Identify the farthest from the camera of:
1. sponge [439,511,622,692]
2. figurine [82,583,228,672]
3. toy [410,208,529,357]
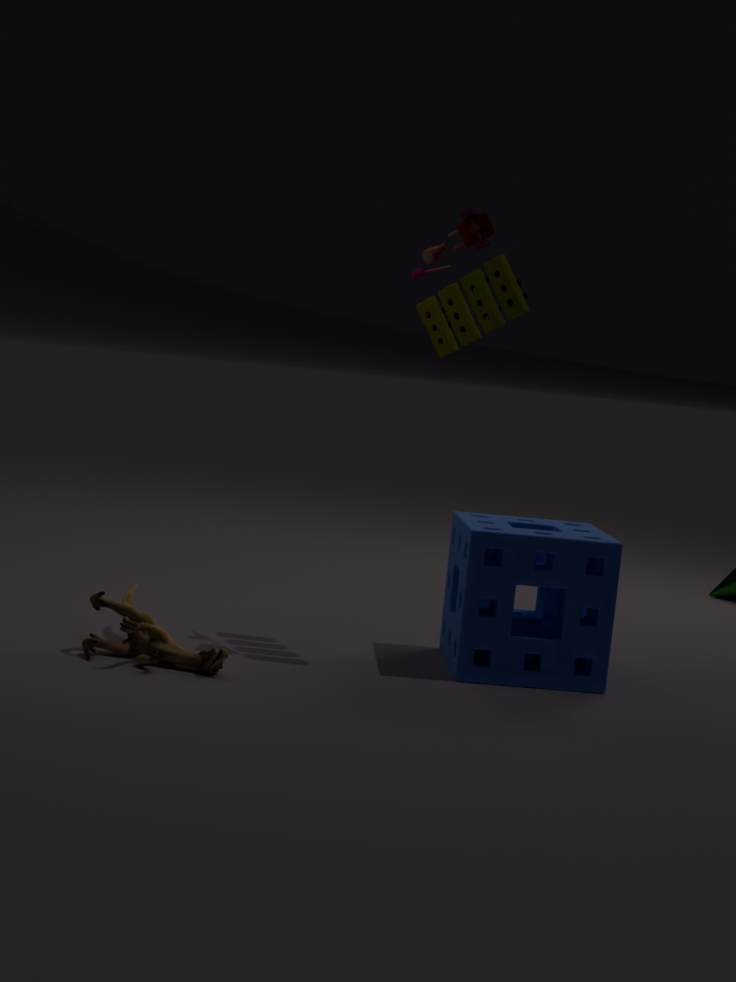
sponge [439,511,622,692]
